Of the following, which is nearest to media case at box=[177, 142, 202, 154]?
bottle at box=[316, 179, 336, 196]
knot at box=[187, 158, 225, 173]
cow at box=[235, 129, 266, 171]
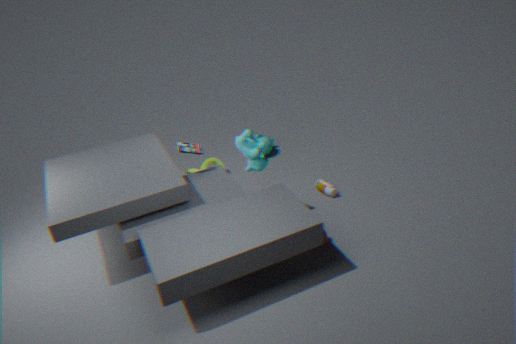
cow at box=[235, 129, 266, 171]
